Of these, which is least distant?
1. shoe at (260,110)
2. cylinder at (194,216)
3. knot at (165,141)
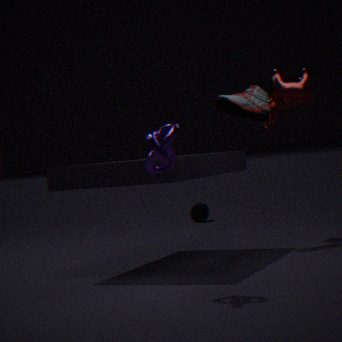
knot at (165,141)
